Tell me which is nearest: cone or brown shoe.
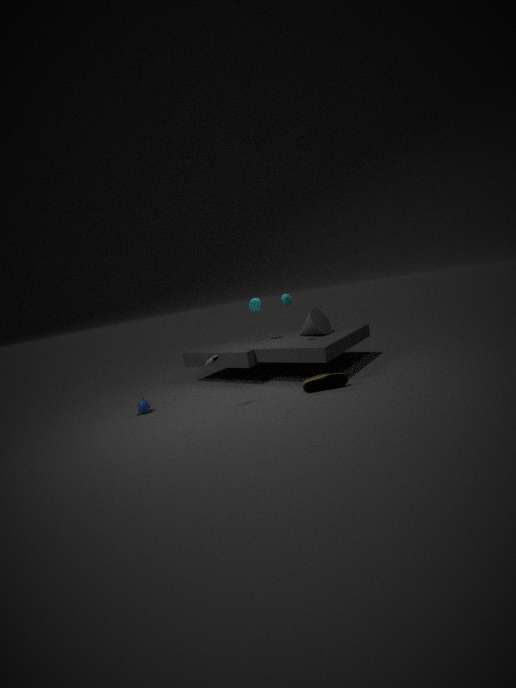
brown shoe
